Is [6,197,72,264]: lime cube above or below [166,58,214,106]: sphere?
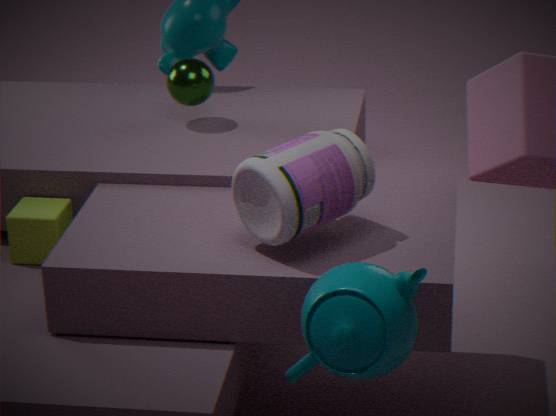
below
